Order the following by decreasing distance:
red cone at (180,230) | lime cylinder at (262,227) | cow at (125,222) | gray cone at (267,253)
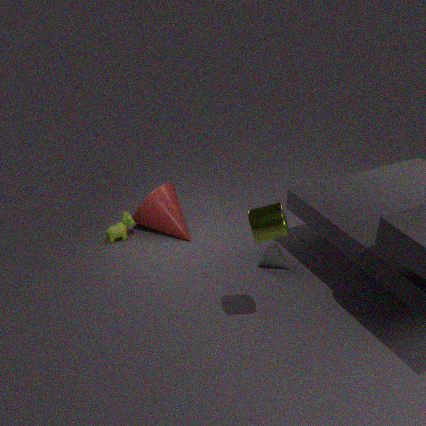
red cone at (180,230) < cow at (125,222) < gray cone at (267,253) < lime cylinder at (262,227)
